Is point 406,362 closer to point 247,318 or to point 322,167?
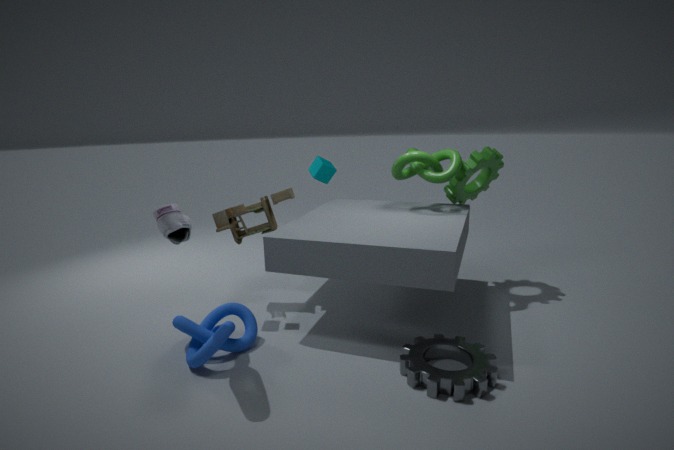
point 247,318
